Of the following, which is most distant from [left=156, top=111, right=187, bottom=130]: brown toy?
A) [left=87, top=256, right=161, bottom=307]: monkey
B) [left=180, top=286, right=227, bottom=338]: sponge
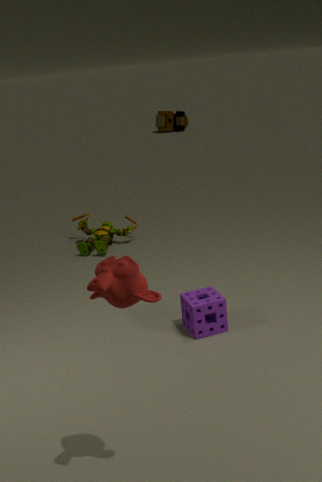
[left=87, top=256, right=161, bottom=307]: monkey
